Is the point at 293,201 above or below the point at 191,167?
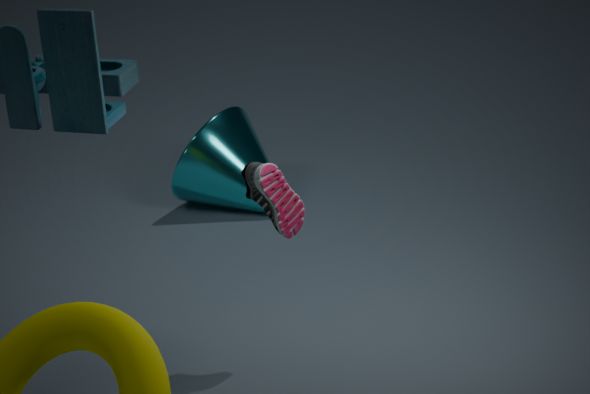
above
